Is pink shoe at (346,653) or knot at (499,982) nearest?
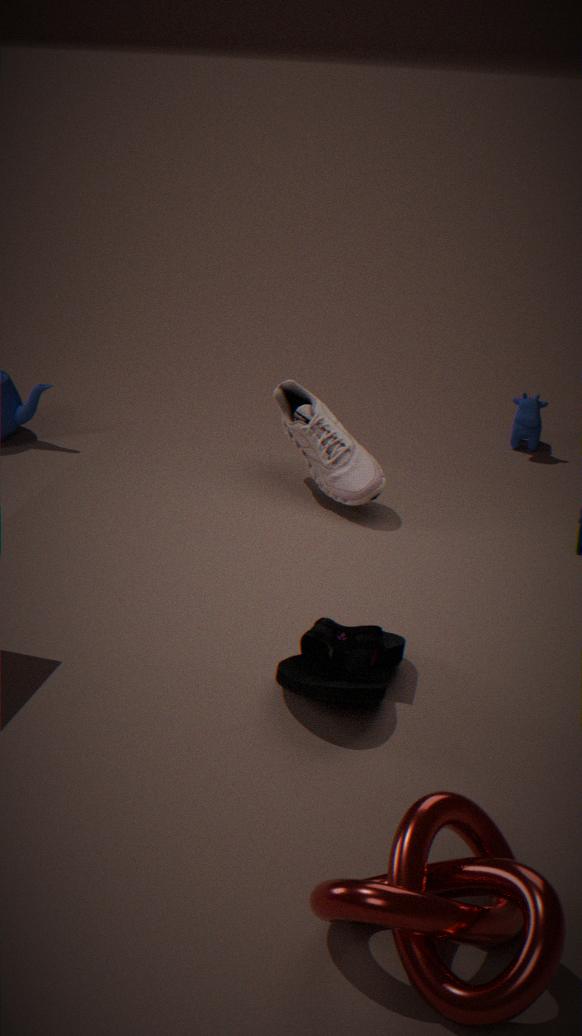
knot at (499,982)
